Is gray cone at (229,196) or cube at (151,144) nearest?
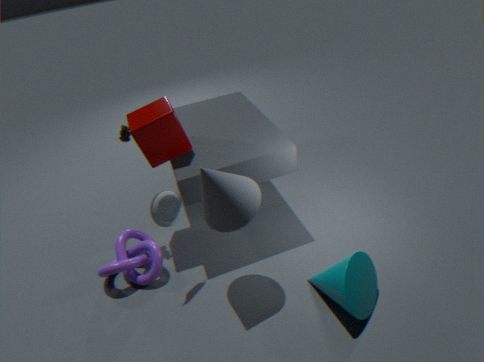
gray cone at (229,196)
